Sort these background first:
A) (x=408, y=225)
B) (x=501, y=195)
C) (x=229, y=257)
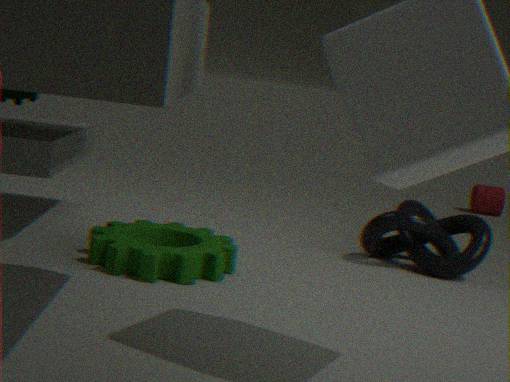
(x=501, y=195)
(x=408, y=225)
(x=229, y=257)
